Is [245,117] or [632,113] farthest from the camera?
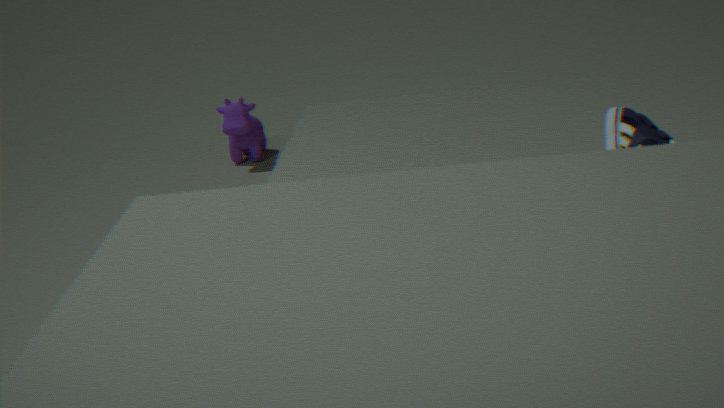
[245,117]
